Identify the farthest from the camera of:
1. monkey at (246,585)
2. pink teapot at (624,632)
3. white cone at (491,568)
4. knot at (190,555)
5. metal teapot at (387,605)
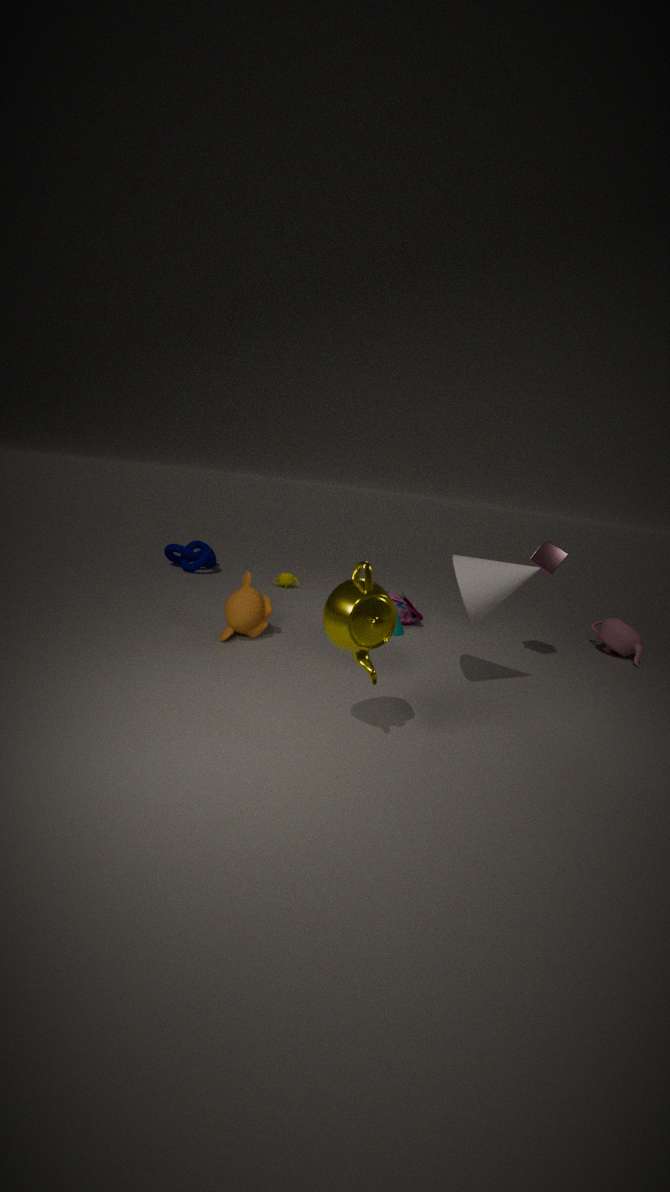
knot at (190,555)
